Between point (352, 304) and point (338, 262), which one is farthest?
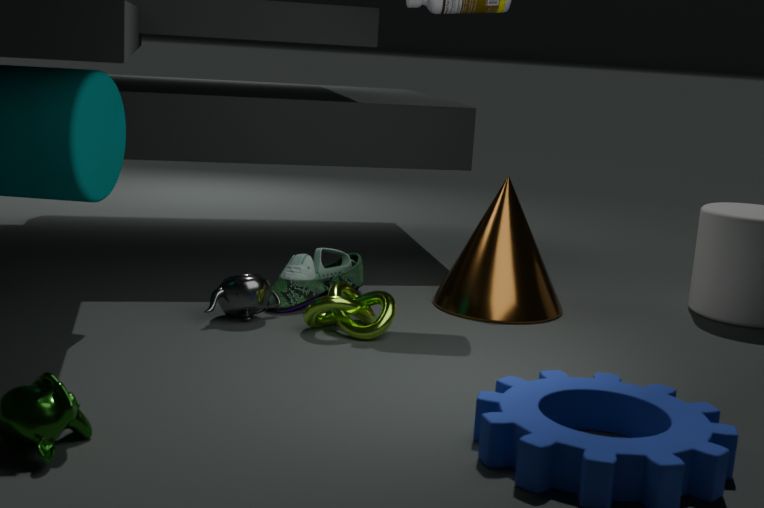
point (338, 262)
